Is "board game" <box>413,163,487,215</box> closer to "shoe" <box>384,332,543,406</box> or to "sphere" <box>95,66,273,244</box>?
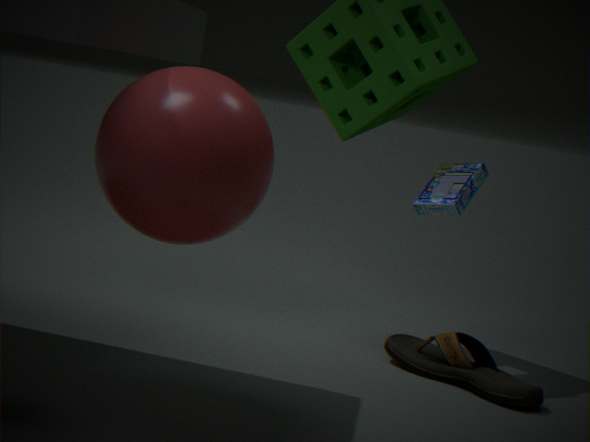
"shoe" <box>384,332,543,406</box>
